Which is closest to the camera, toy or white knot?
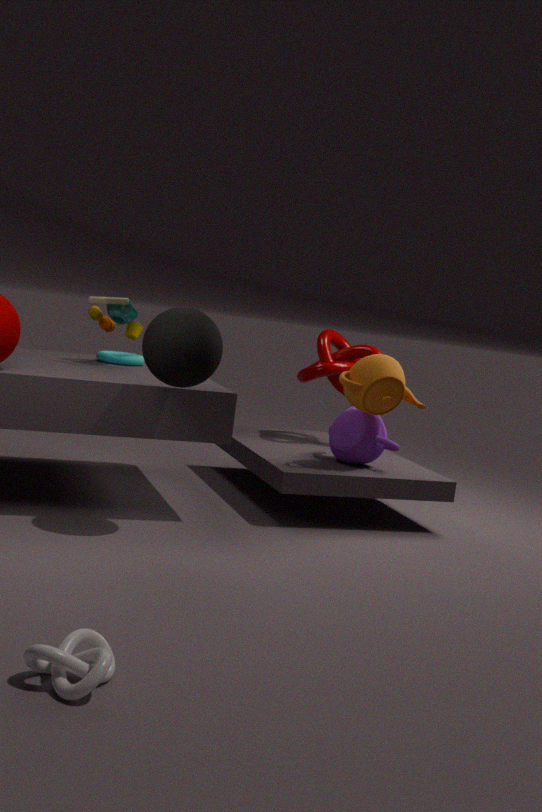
white knot
